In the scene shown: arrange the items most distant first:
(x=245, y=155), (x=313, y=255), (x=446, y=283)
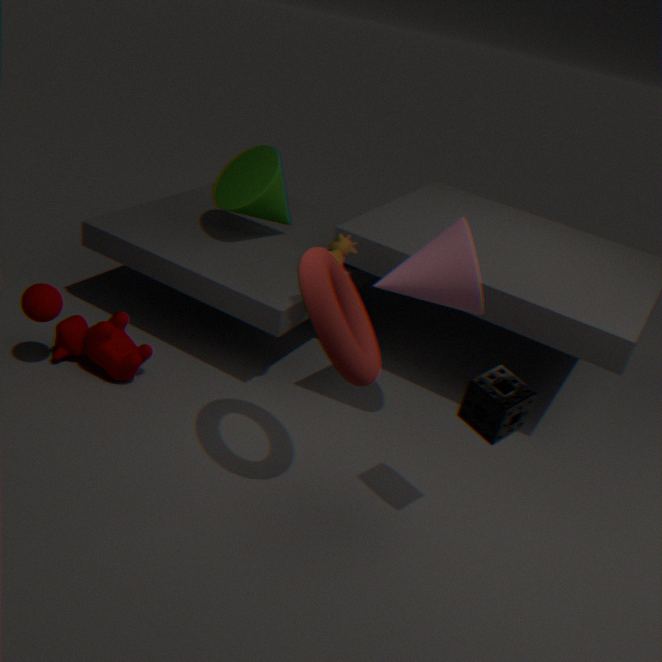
1. (x=245, y=155)
2. (x=446, y=283)
3. (x=313, y=255)
